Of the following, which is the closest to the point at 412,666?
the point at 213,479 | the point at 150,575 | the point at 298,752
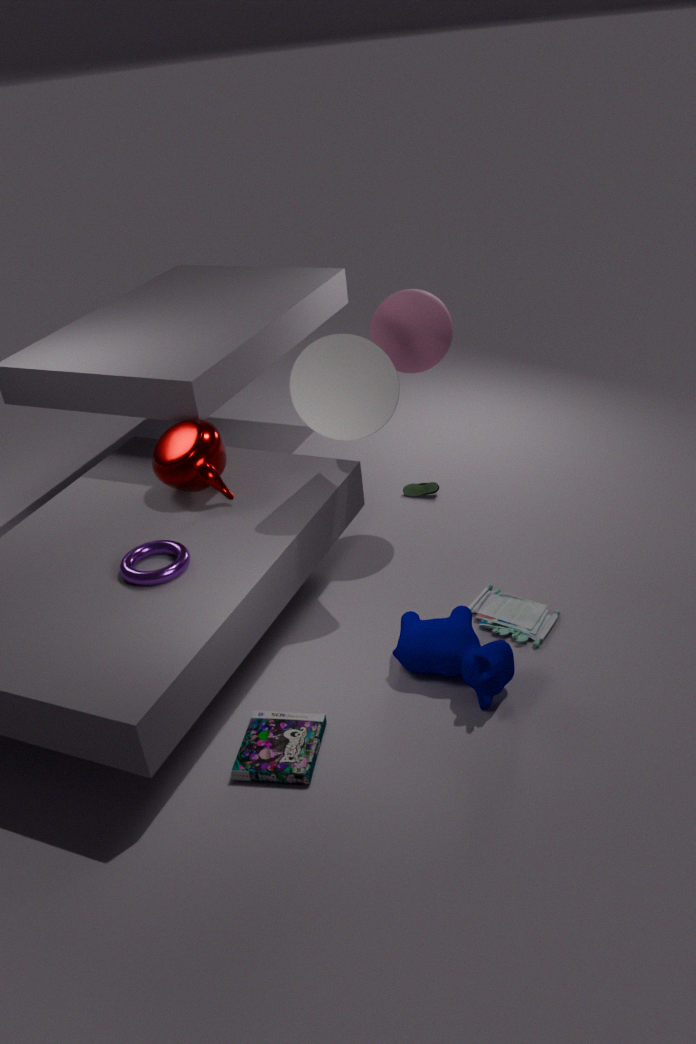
the point at 298,752
